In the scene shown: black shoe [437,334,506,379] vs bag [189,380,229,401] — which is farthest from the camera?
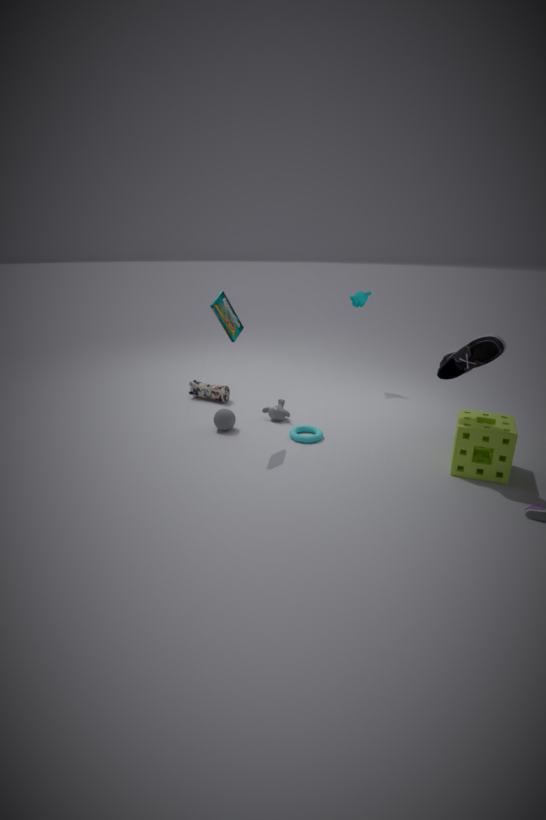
bag [189,380,229,401]
